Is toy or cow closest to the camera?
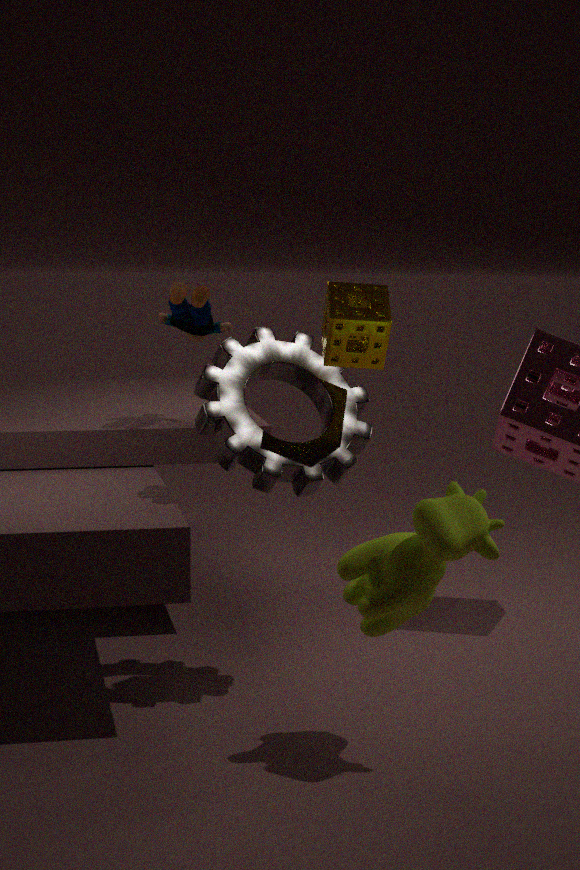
cow
